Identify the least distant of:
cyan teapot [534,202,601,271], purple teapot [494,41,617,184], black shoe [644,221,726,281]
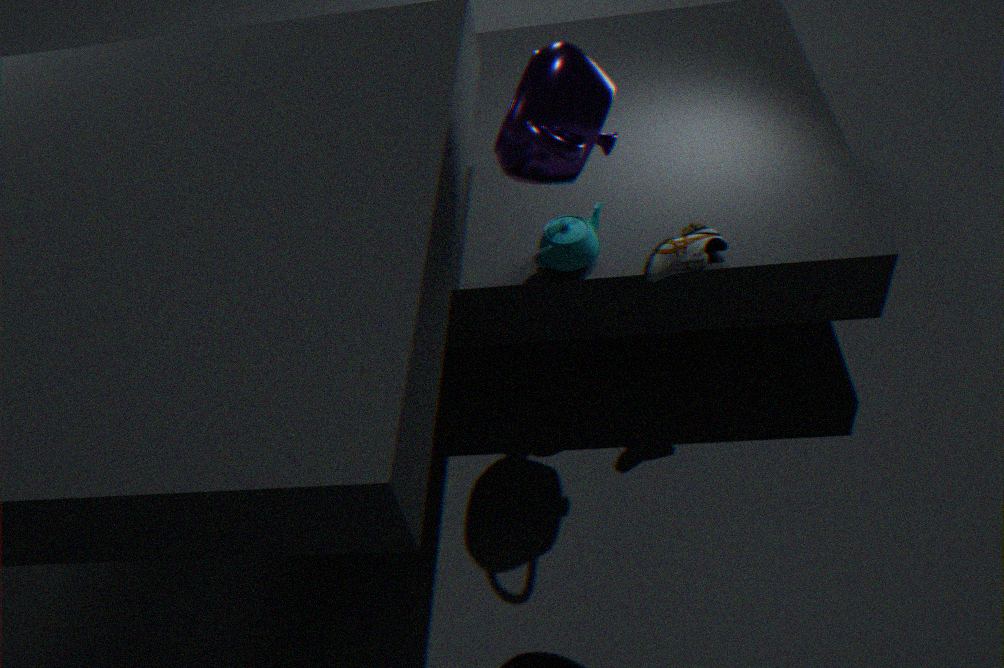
purple teapot [494,41,617,184]
